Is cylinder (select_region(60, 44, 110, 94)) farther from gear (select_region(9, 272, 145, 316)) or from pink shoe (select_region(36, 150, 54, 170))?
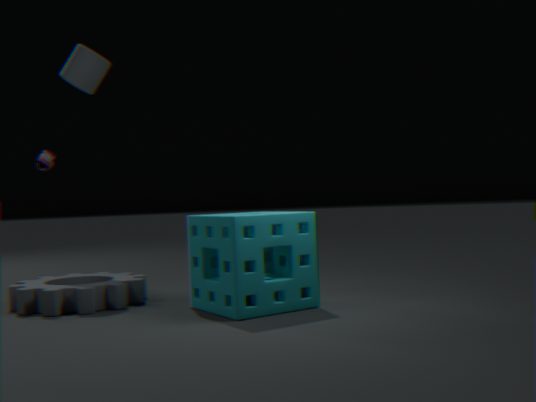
gear (select_region(9, 272, 145, 316))
